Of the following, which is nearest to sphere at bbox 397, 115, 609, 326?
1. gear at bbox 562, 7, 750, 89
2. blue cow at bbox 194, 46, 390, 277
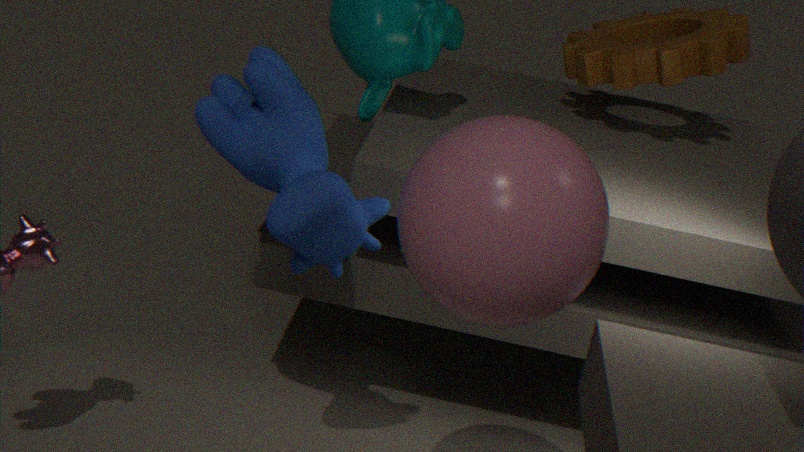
blue cow at bbox 194, 46, 390, 277
